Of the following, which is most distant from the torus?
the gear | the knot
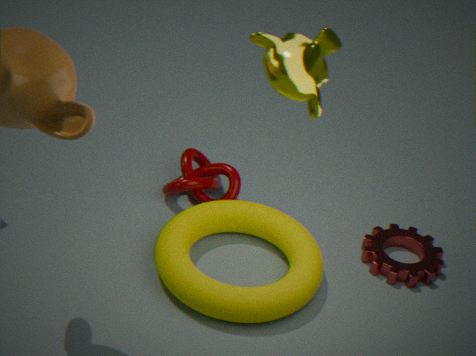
the gear
